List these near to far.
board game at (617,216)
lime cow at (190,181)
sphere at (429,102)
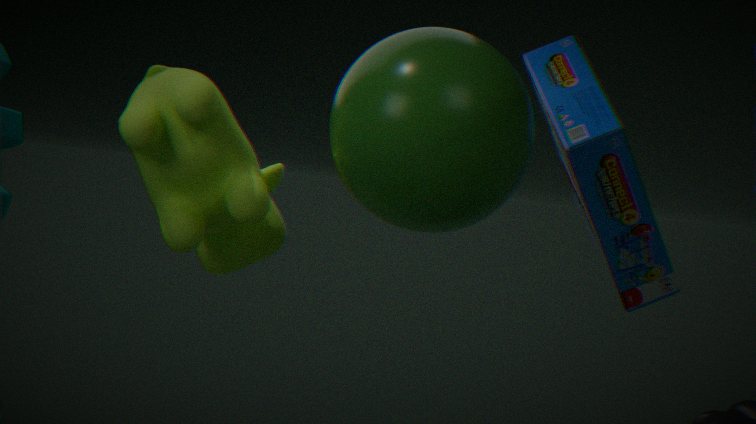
sphere at (429,102) → lime cow at (190,181) → board game at (617,216)
